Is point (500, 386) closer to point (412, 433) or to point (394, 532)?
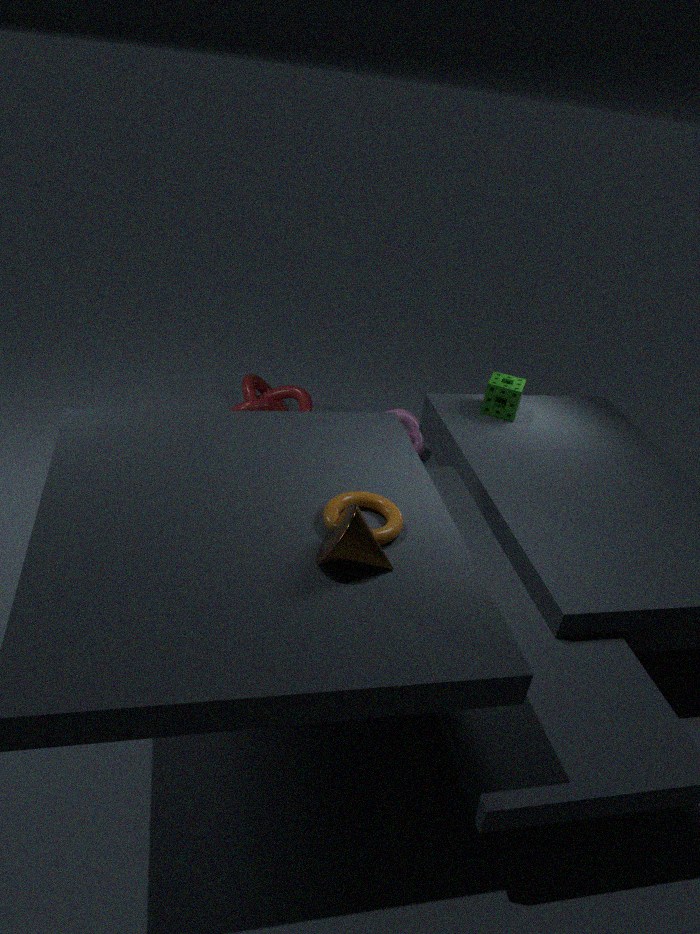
point (412, 433)
